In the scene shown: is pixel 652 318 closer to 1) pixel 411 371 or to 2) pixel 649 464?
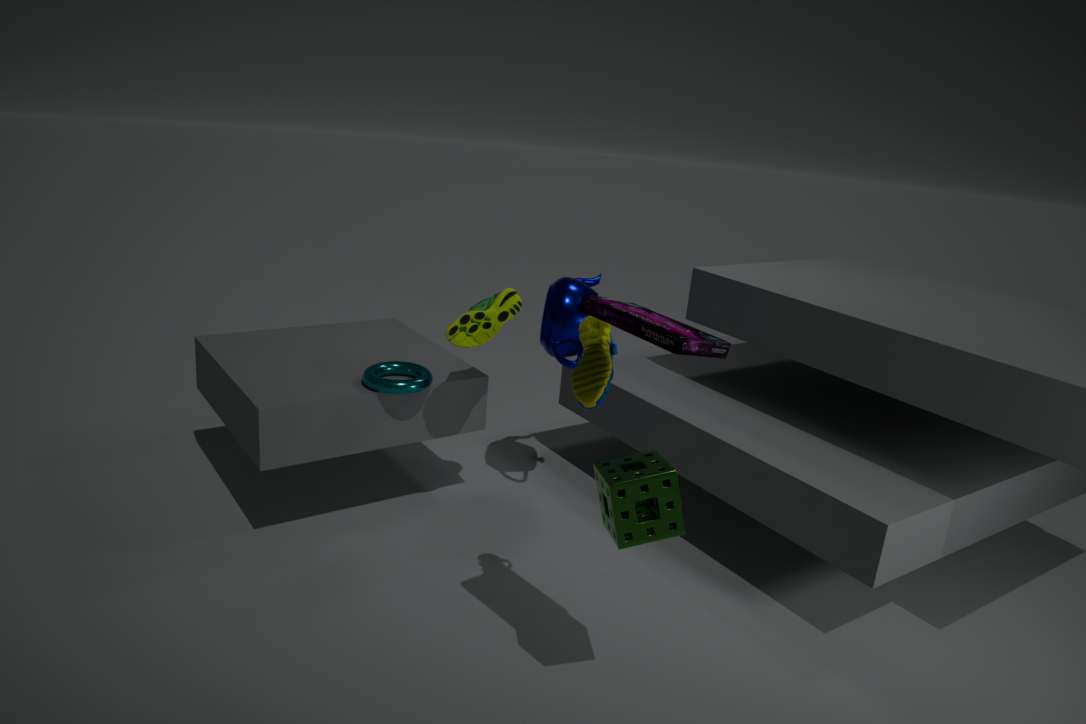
2) pixel 649 464
